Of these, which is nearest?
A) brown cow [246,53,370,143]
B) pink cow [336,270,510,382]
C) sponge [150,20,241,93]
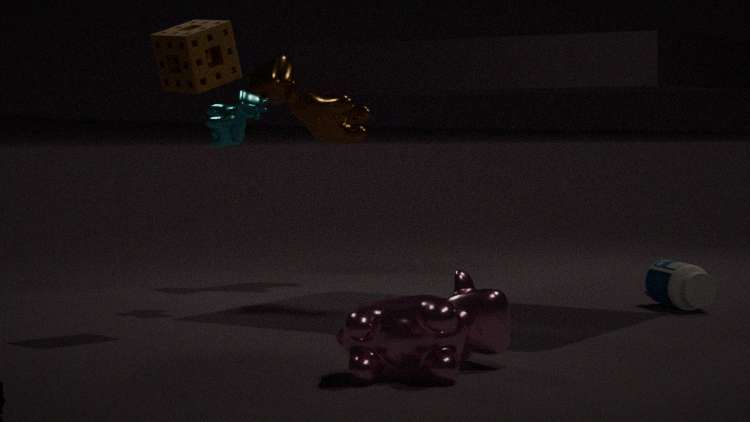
pink cow [336,270,510,382]
